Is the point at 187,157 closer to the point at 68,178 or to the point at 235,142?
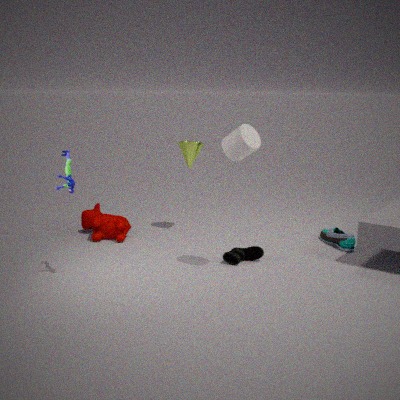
the point at 235,142
